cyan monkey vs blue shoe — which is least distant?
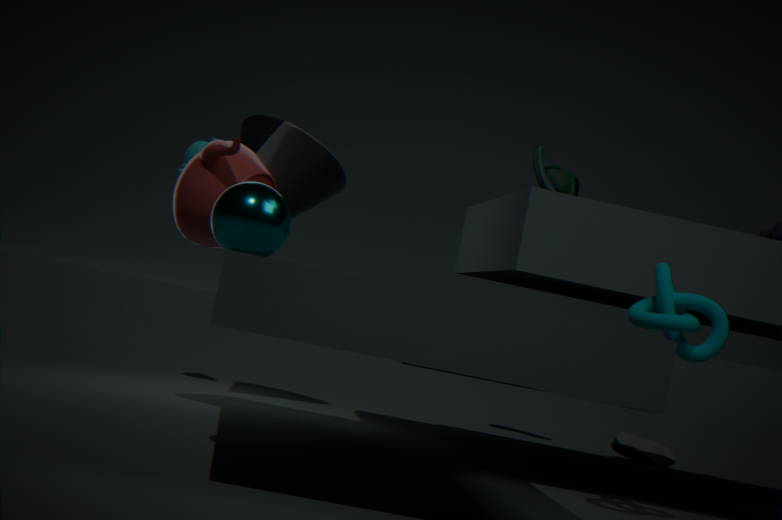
cyan monkey
